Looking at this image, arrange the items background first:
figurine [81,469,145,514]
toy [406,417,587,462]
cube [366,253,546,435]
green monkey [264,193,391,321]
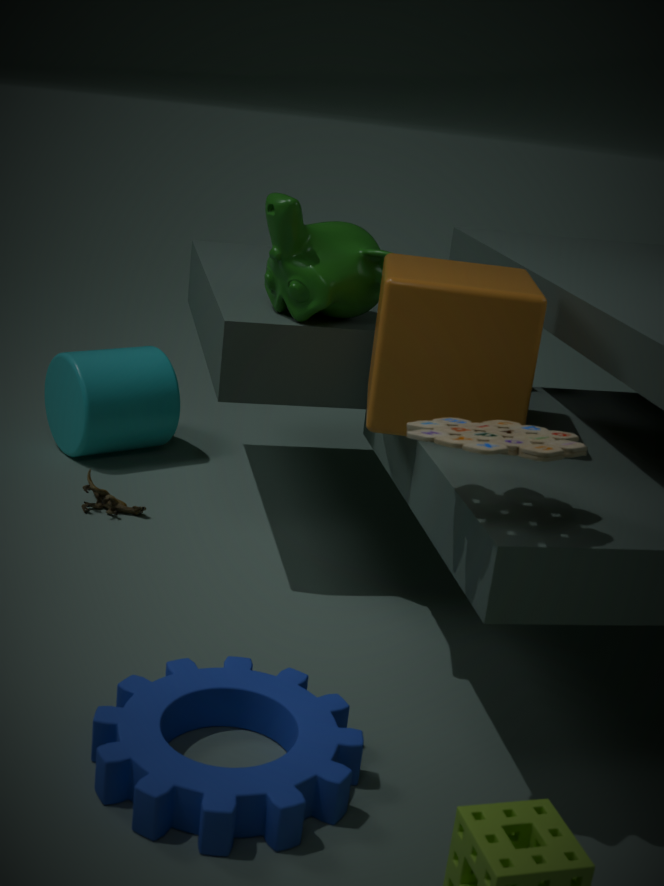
figurine [81,469,145,514], green monkey [264,193,391,321], cube [366,253,546,435], toy [406,417,587,462]
